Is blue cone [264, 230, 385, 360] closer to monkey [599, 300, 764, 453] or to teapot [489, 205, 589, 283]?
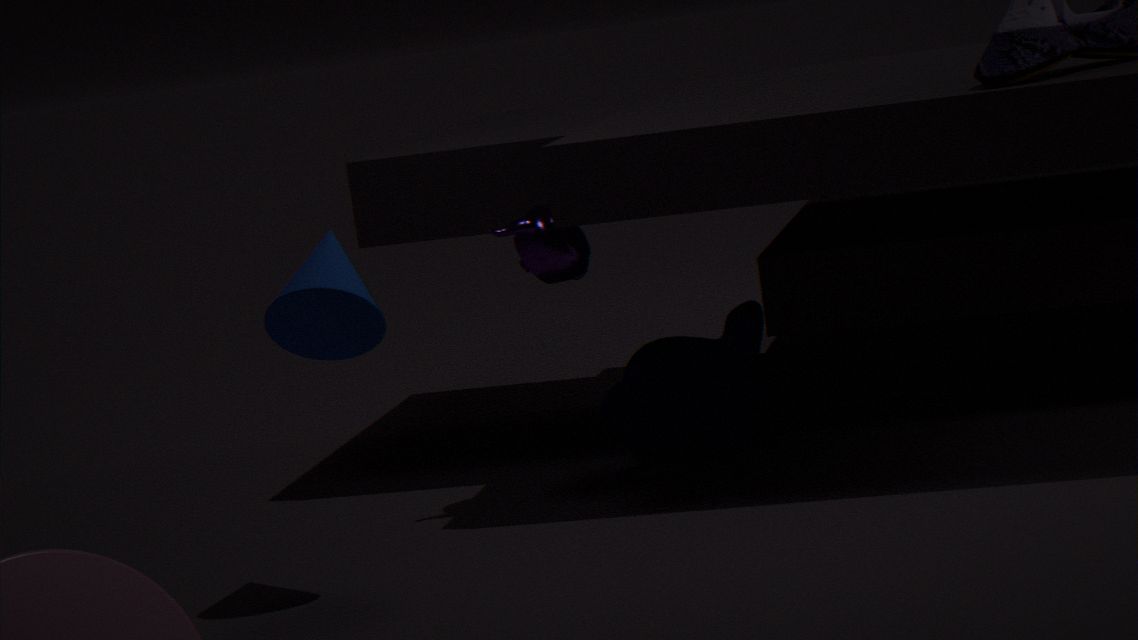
teapot [489, 205, 589, 283]
